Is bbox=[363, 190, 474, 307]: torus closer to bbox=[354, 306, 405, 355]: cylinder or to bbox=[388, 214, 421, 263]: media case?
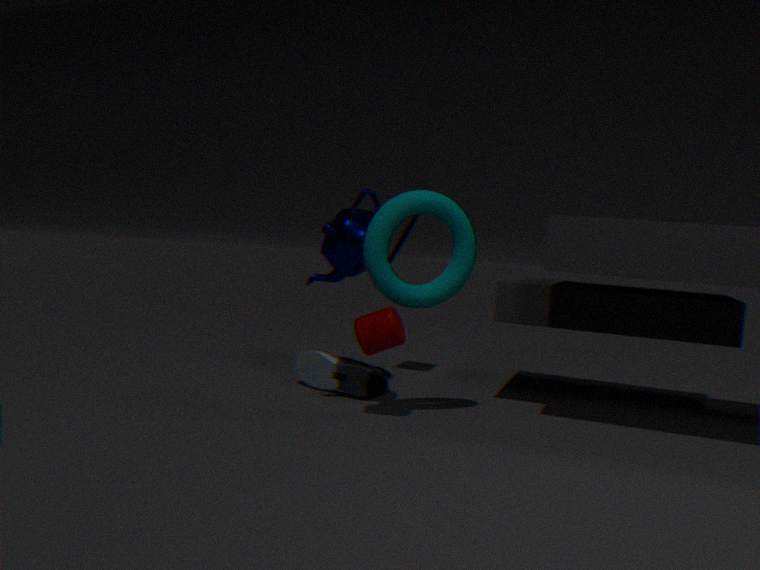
bbox=[354, 306, 405, 355]: cylinder
